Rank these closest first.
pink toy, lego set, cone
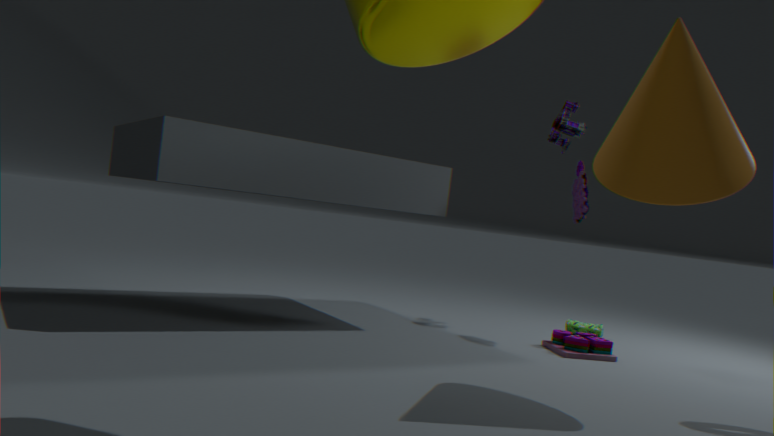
1. cone
2. pink toy
3. lego set
